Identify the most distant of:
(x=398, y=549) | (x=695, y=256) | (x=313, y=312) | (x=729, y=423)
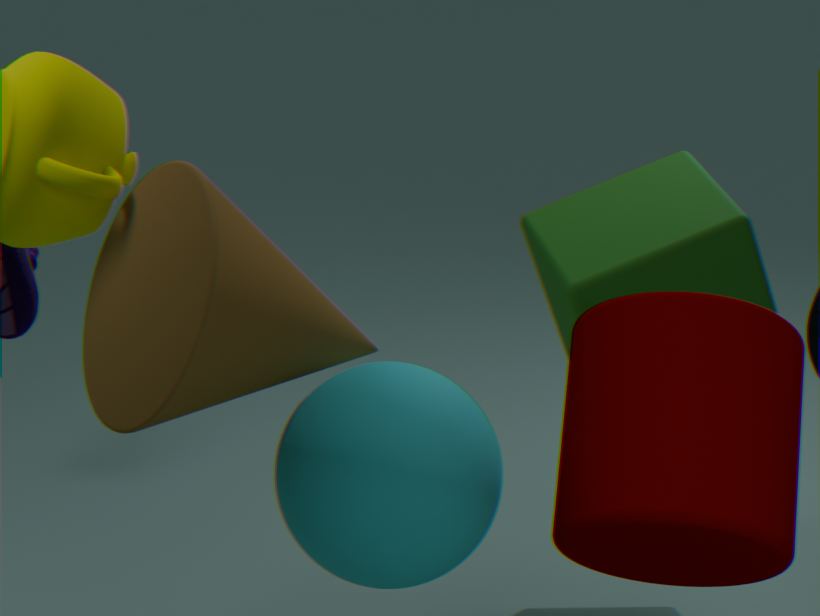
(x=695, y=256)
